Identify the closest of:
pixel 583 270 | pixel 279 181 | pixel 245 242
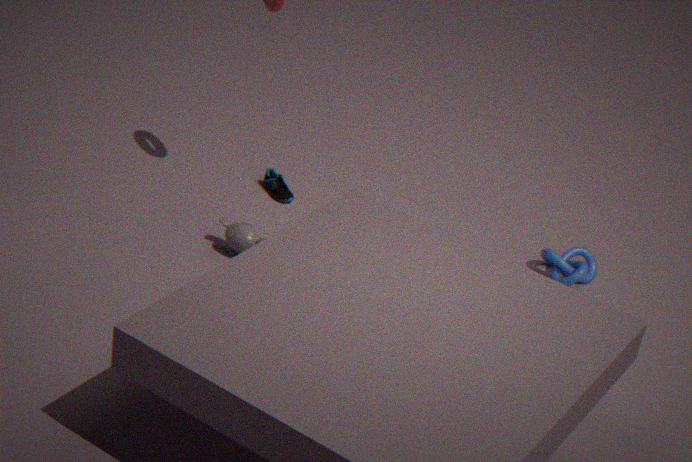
pixel 245 242
